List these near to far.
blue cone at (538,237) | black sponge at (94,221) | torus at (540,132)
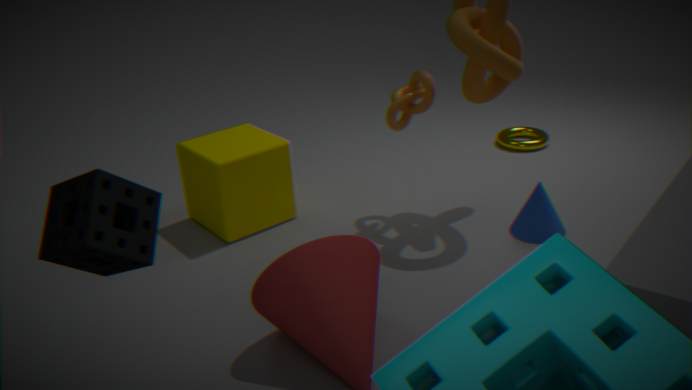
black sponge at (94,221) → blue cone at (538,237) → torus at (540,132)
